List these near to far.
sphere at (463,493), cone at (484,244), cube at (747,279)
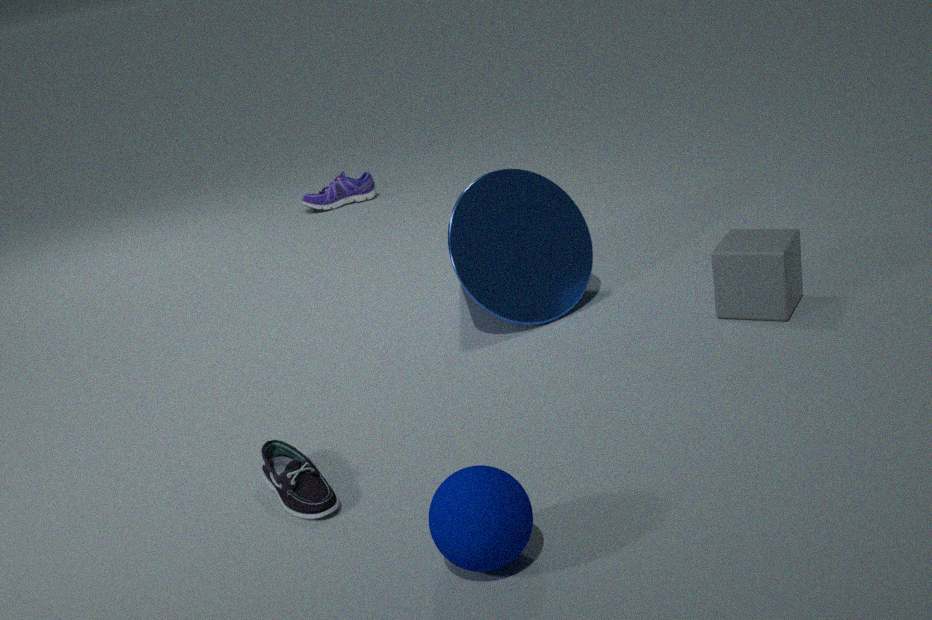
sphere at (463,493)
cube at (747,279)
cone at (484,244)
